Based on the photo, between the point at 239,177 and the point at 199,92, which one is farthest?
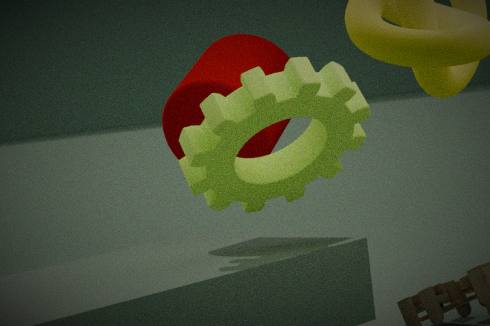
the point at 199,92
